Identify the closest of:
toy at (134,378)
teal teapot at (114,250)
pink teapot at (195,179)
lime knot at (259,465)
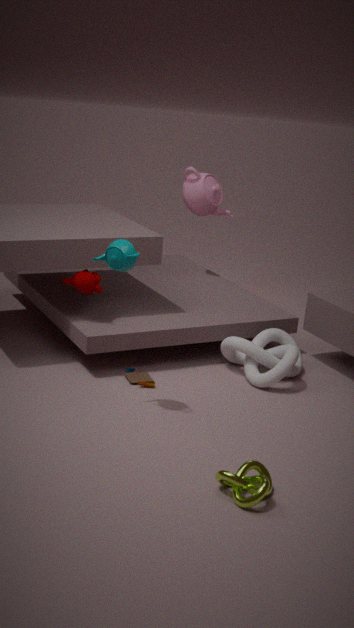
lime knot at (259,465)
